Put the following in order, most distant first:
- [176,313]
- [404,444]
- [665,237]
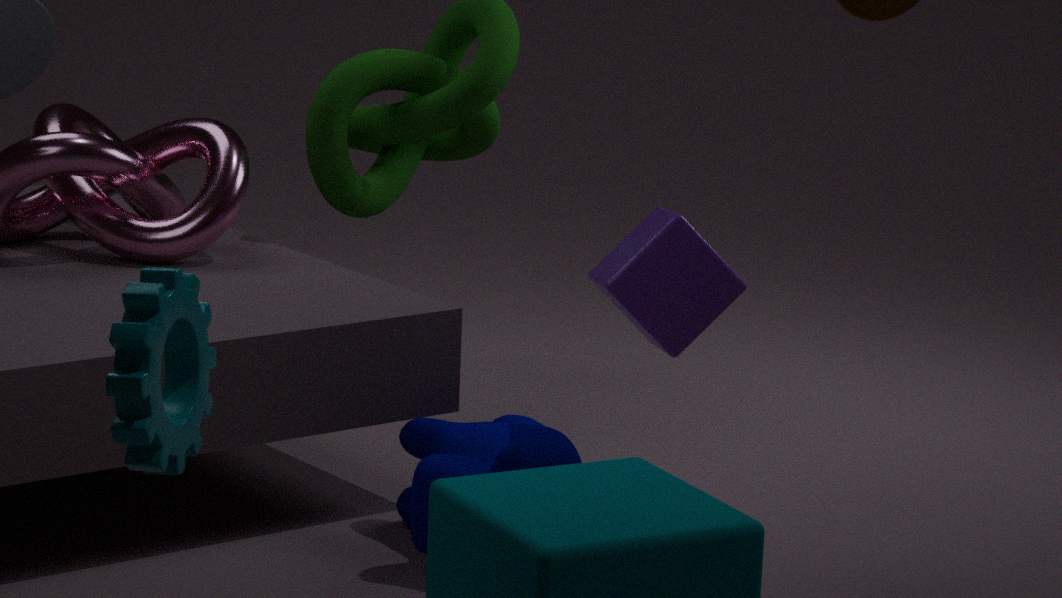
1. [404,444]
2. [665,237]
3. [176,313]
